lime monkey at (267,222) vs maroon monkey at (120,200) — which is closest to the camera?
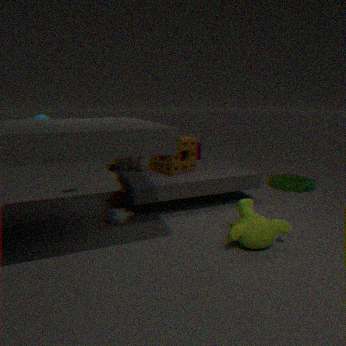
lime monkey at (267,222)
